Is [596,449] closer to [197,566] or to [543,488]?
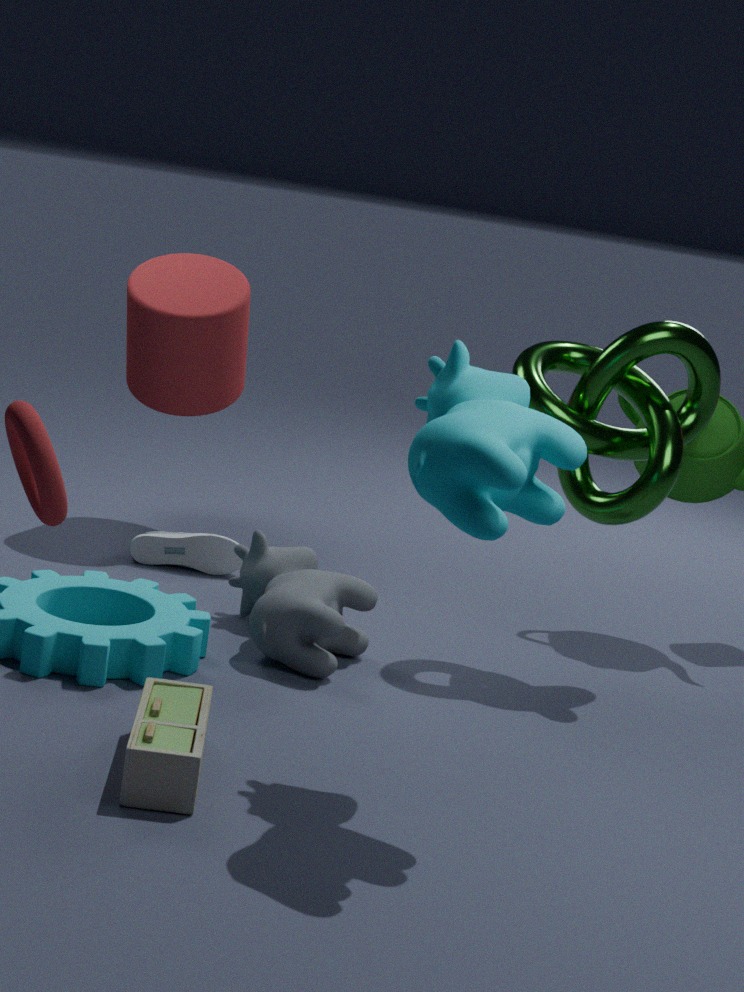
[543,488]
